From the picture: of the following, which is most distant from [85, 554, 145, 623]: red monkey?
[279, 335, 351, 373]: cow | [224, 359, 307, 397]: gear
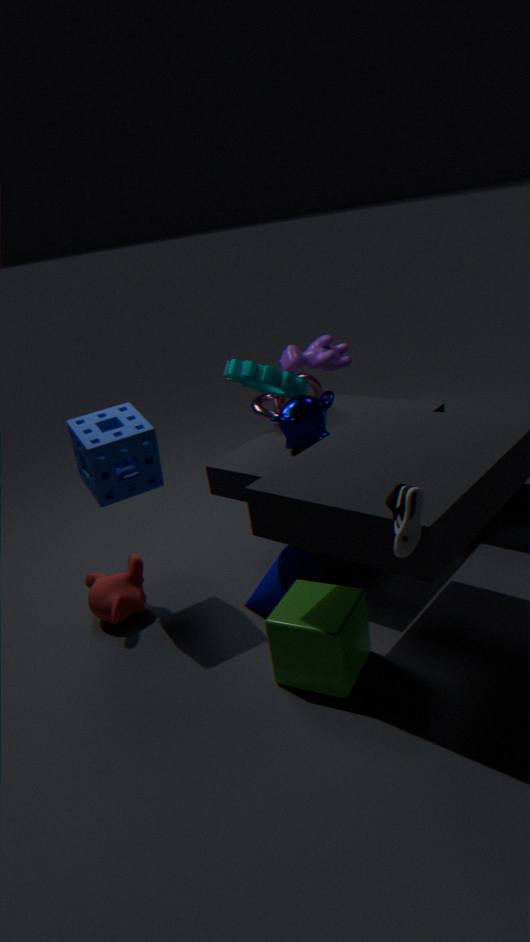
[279, 335, 351, 373]: cow
